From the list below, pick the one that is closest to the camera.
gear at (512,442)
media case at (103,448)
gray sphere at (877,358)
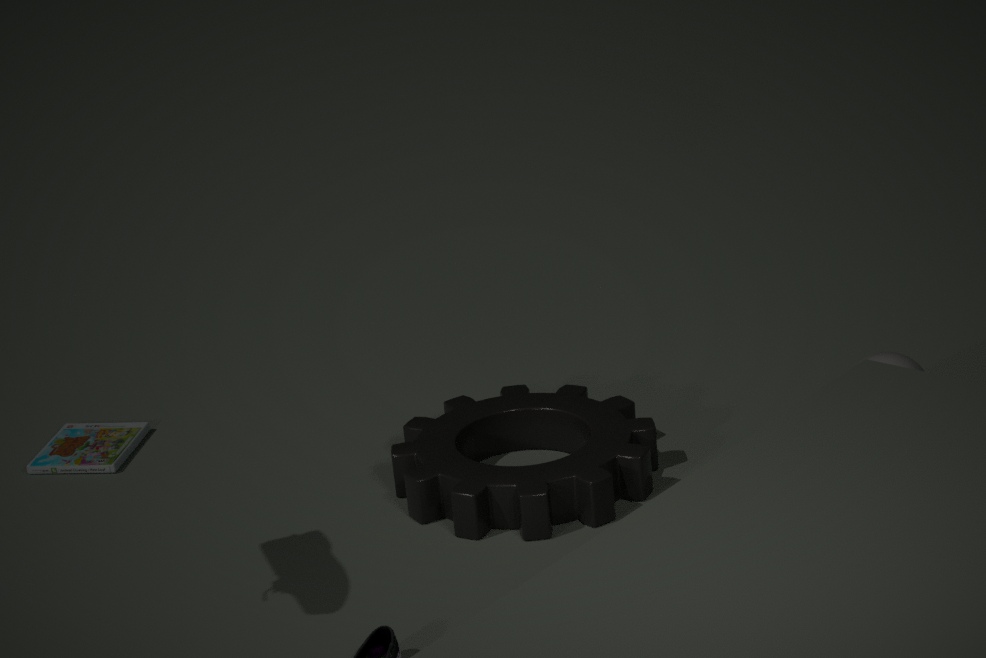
gear at (512,442)
